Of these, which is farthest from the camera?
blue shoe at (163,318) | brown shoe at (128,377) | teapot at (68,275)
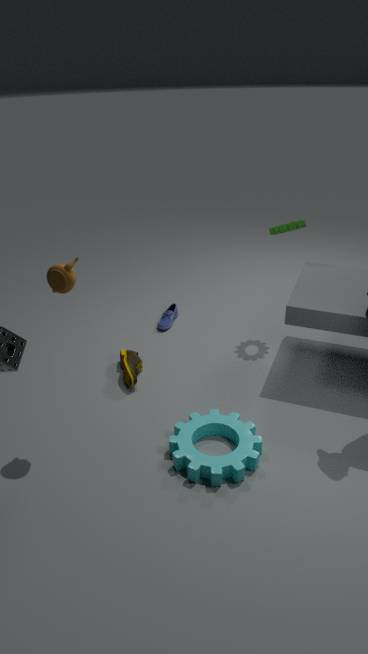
blue shoe at (163,318)
